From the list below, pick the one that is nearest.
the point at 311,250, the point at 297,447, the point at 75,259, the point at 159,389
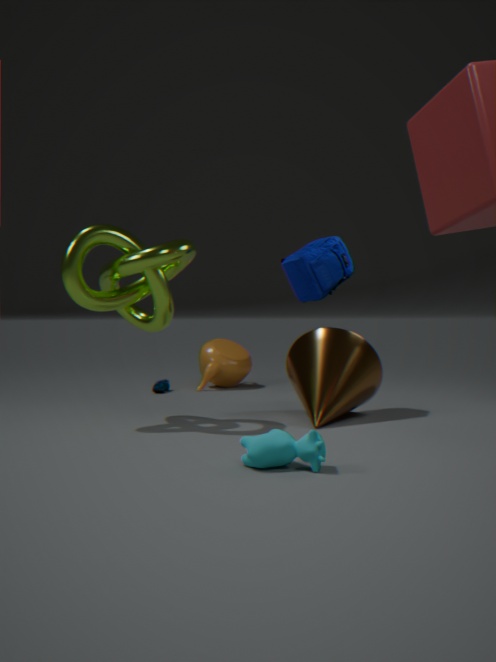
the point at 297,447
